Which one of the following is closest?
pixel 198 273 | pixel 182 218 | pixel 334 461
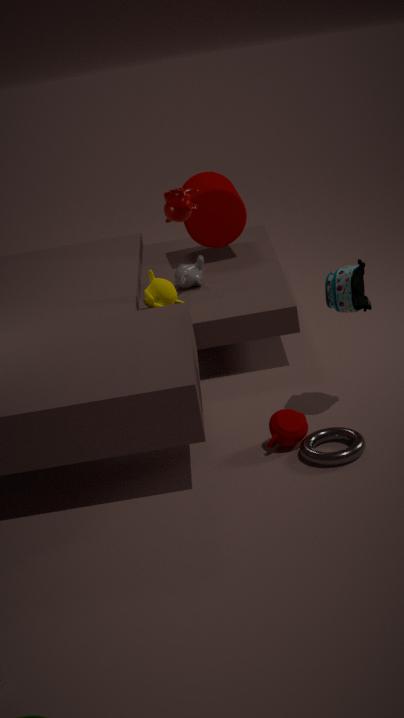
pixel 334 461
